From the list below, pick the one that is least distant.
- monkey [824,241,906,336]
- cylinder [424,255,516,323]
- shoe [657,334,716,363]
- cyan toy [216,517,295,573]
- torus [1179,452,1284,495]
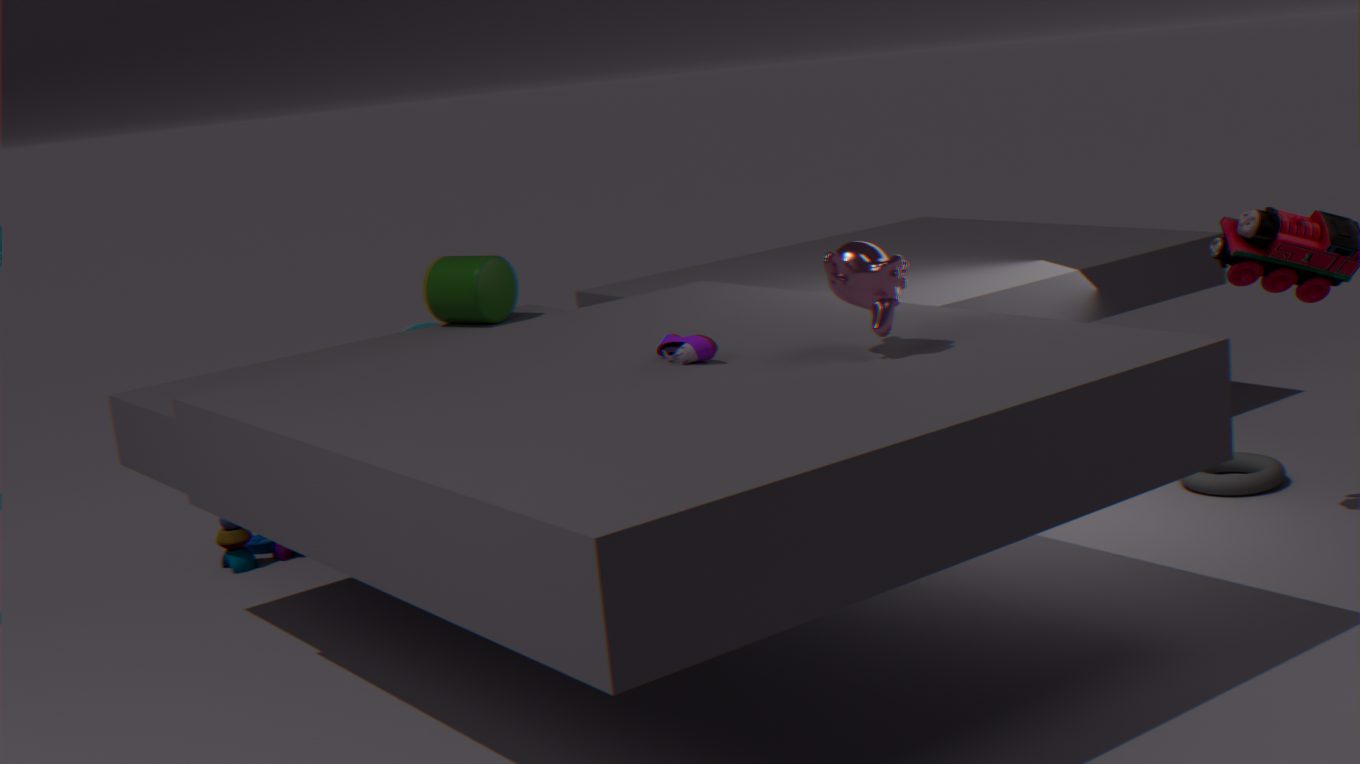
monkey [824,241,906,336]
